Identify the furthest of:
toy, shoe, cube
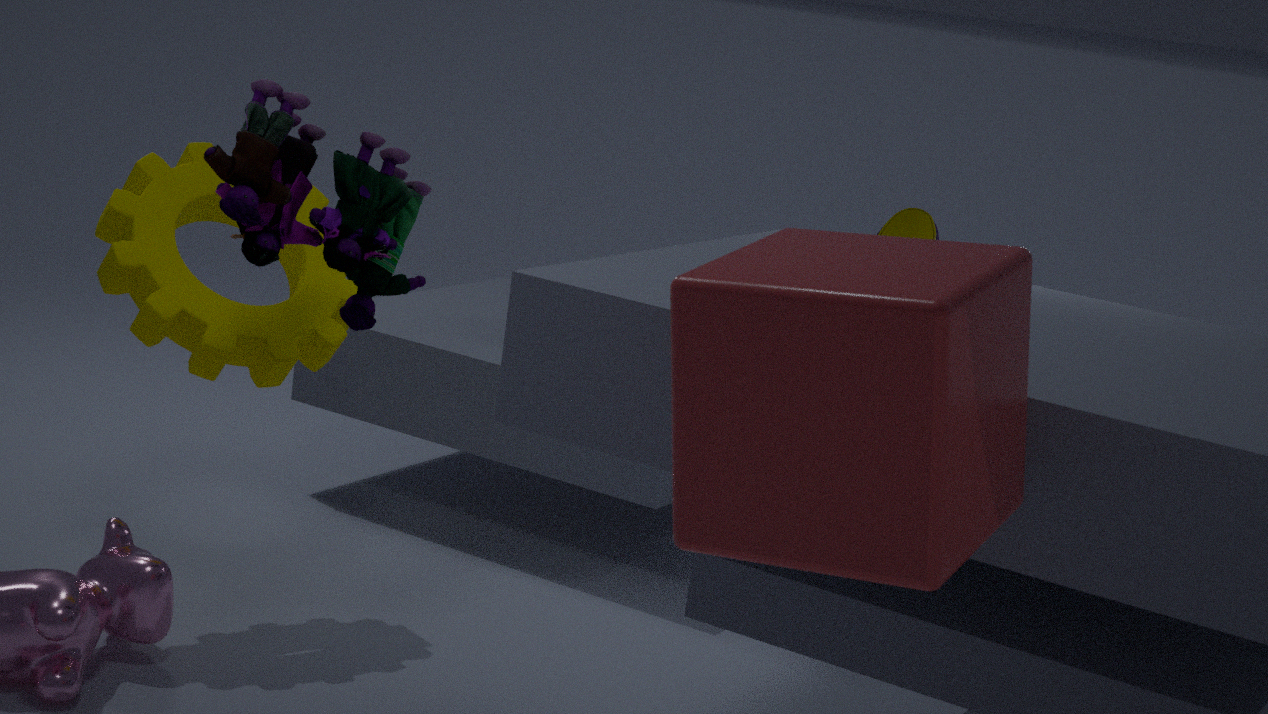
shoe
